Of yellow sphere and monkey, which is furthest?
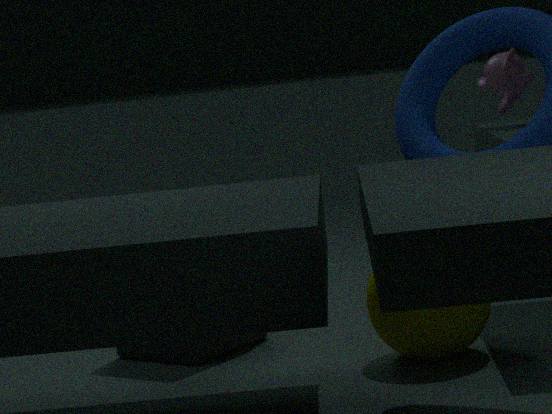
monkey
